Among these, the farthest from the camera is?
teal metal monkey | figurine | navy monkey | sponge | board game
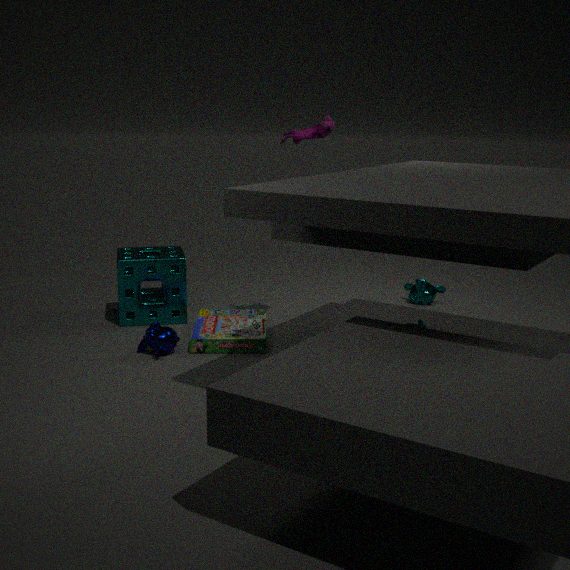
teal metal monkey
